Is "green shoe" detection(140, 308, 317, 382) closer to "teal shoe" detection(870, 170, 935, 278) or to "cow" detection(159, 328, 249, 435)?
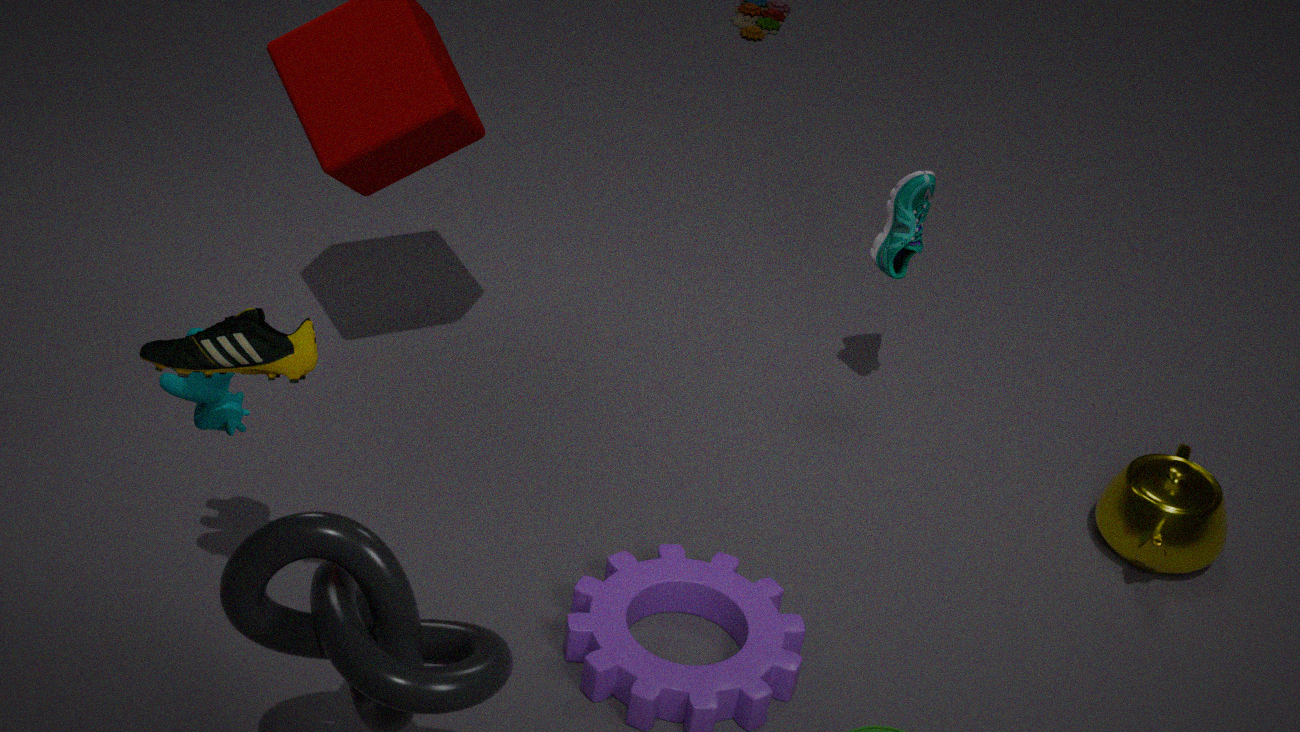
"cow" detection(159, 328, 249, 435)
